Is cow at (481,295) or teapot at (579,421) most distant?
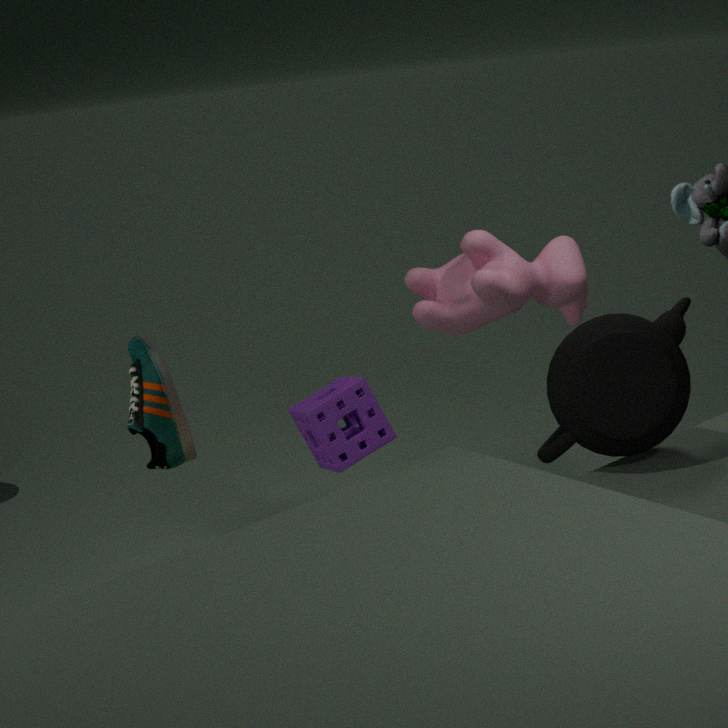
cow at (481,295)
